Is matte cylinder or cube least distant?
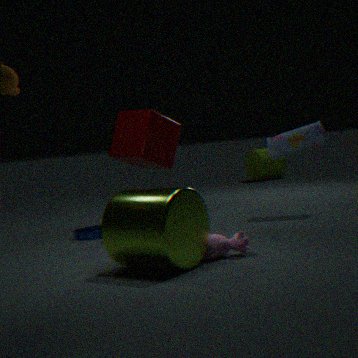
cube
